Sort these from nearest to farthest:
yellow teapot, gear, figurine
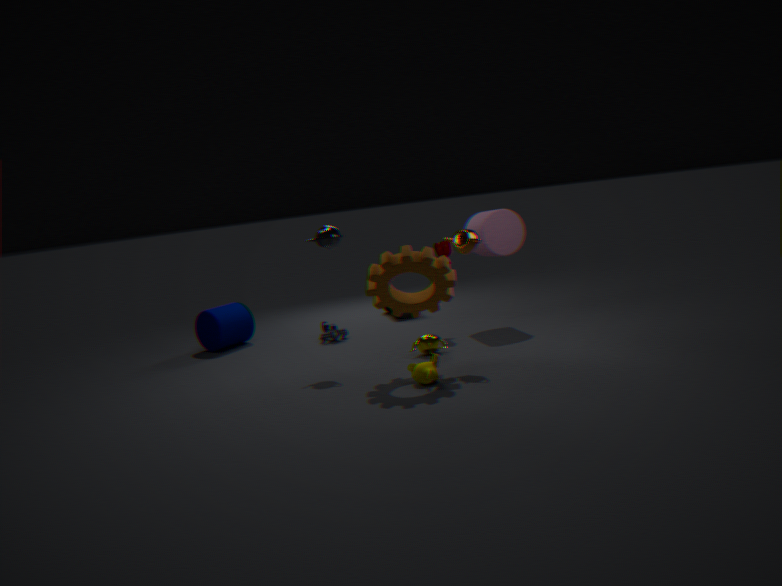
gear
yellow teapot
figurine
